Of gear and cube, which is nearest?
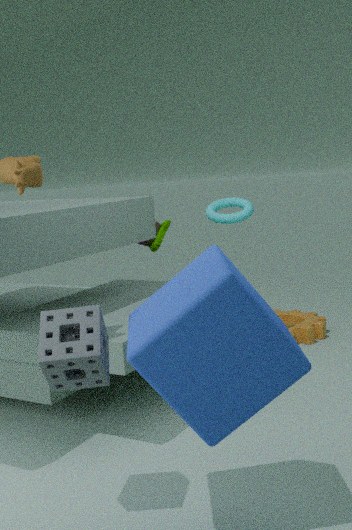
cube
